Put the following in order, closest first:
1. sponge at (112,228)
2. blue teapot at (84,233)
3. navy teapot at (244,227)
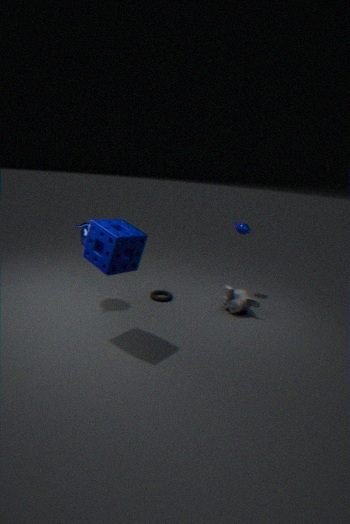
sponge at (112,228)
blue teapot at (84,233)
navy teapot at (244,227)
